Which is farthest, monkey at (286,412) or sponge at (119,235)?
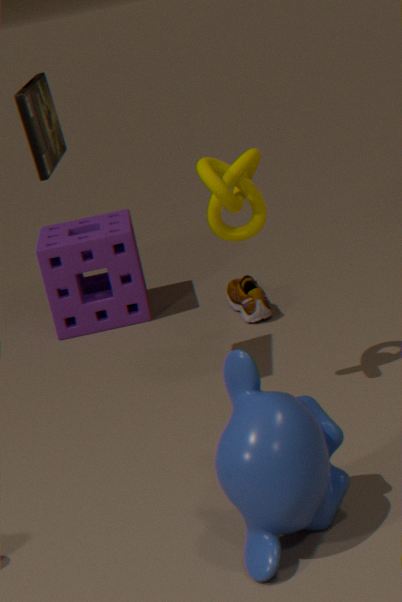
sponge at (119,235)
